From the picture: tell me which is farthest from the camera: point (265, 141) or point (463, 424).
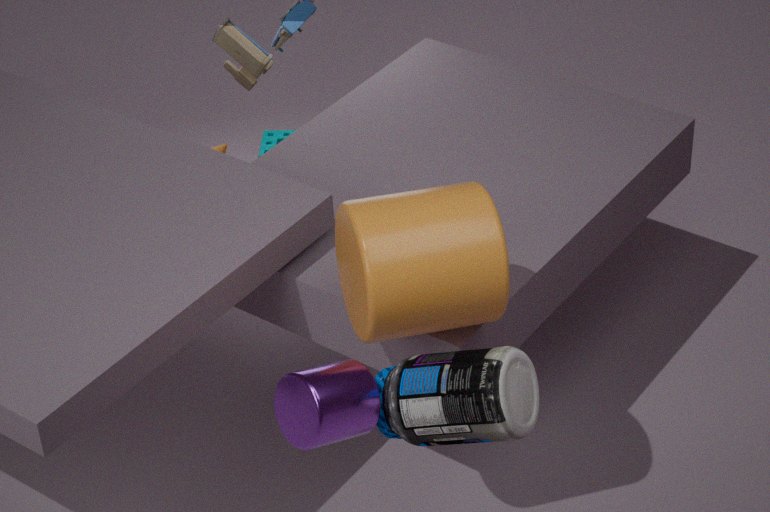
point (265, 141)
